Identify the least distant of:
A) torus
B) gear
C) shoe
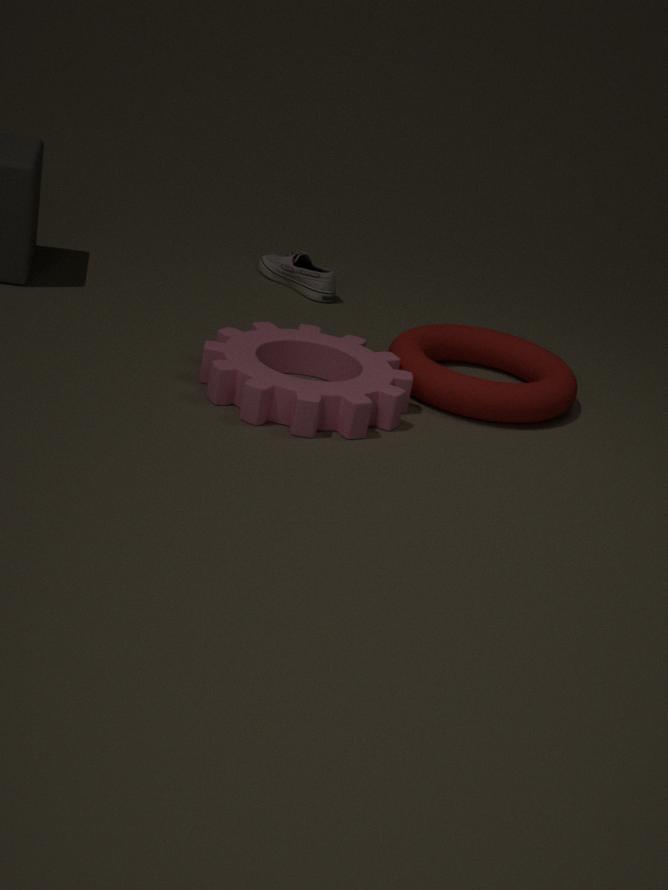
gear
